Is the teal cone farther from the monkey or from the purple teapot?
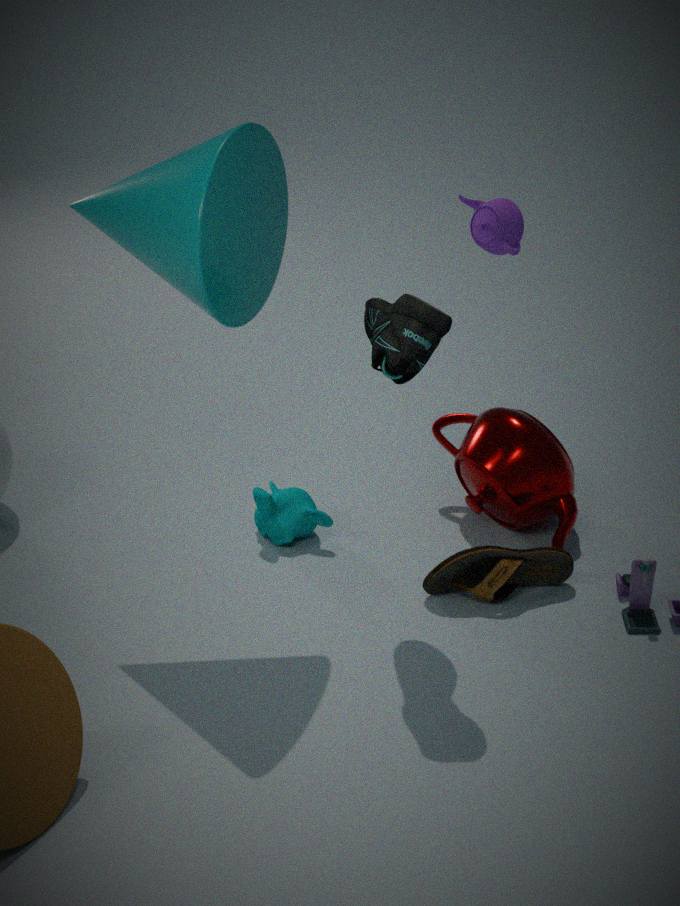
the purple teapot
